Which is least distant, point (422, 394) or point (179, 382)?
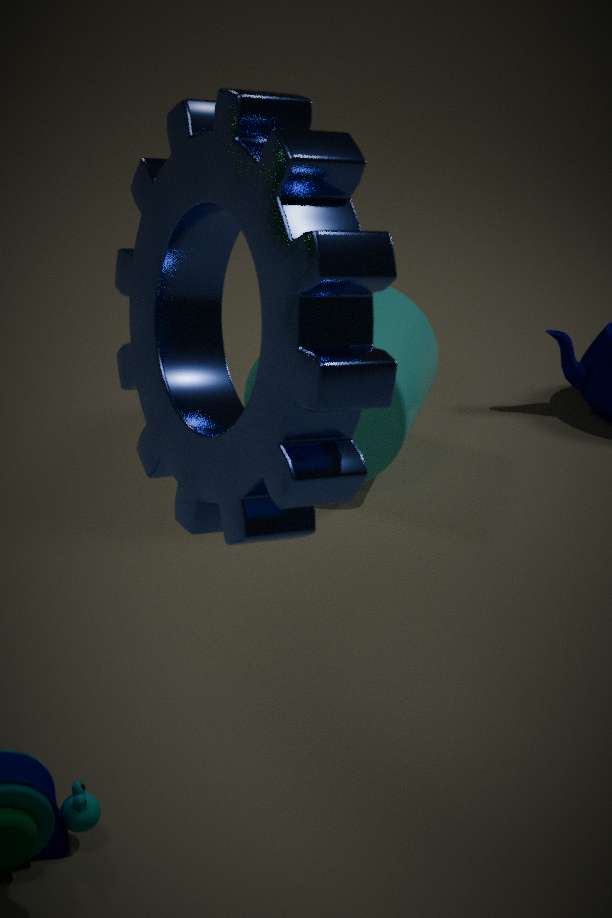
point (179, 382)
